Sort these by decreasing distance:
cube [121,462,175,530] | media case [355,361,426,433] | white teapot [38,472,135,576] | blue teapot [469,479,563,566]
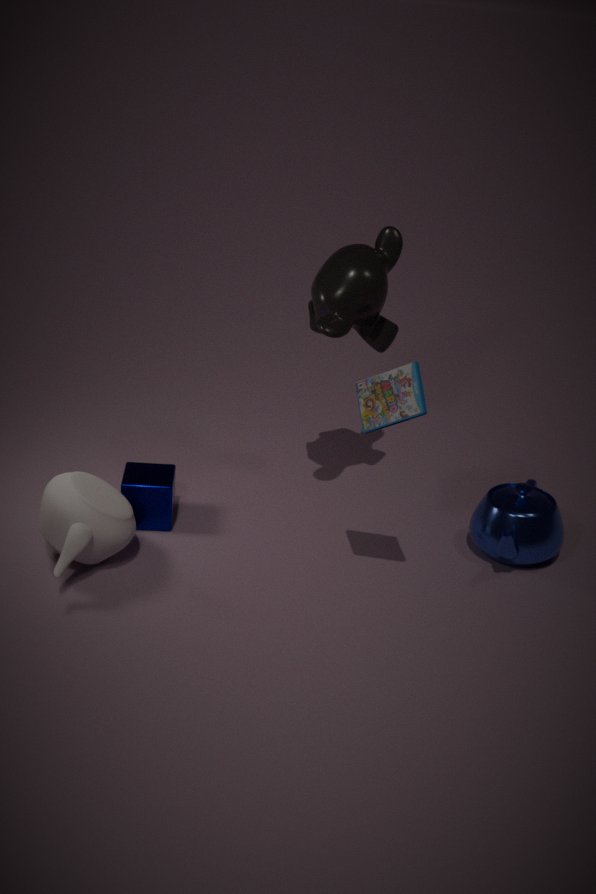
1. cube [121,462,175,530]
2. blue teapot [469,479,563,566]
3. white teapot [38,472,135,576]
4. media case [355,361,426,433]
